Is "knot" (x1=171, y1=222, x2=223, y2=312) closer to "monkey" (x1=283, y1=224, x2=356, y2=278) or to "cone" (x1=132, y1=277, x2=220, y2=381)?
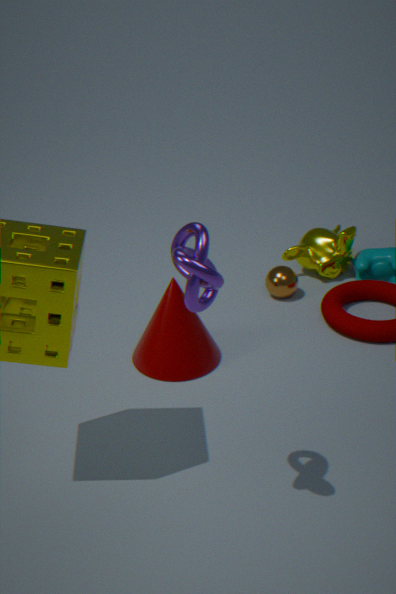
"cone" (x1=132, y1=277, x2=220, y2=381)
